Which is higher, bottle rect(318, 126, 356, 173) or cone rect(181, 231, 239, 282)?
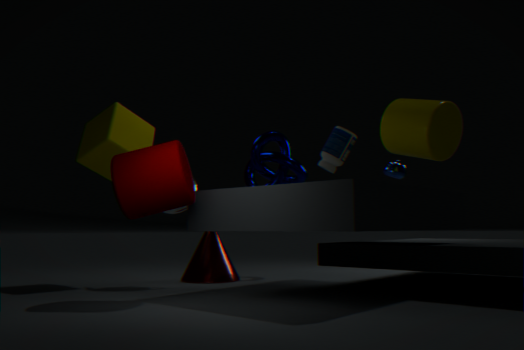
bottle rect(318, 126, 356, 173)
